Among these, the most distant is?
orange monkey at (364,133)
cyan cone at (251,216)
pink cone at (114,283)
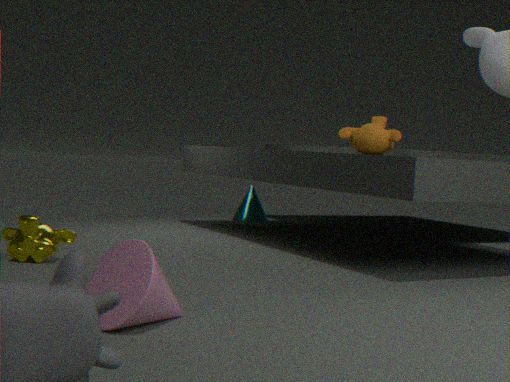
cyan cone at (251,216)
